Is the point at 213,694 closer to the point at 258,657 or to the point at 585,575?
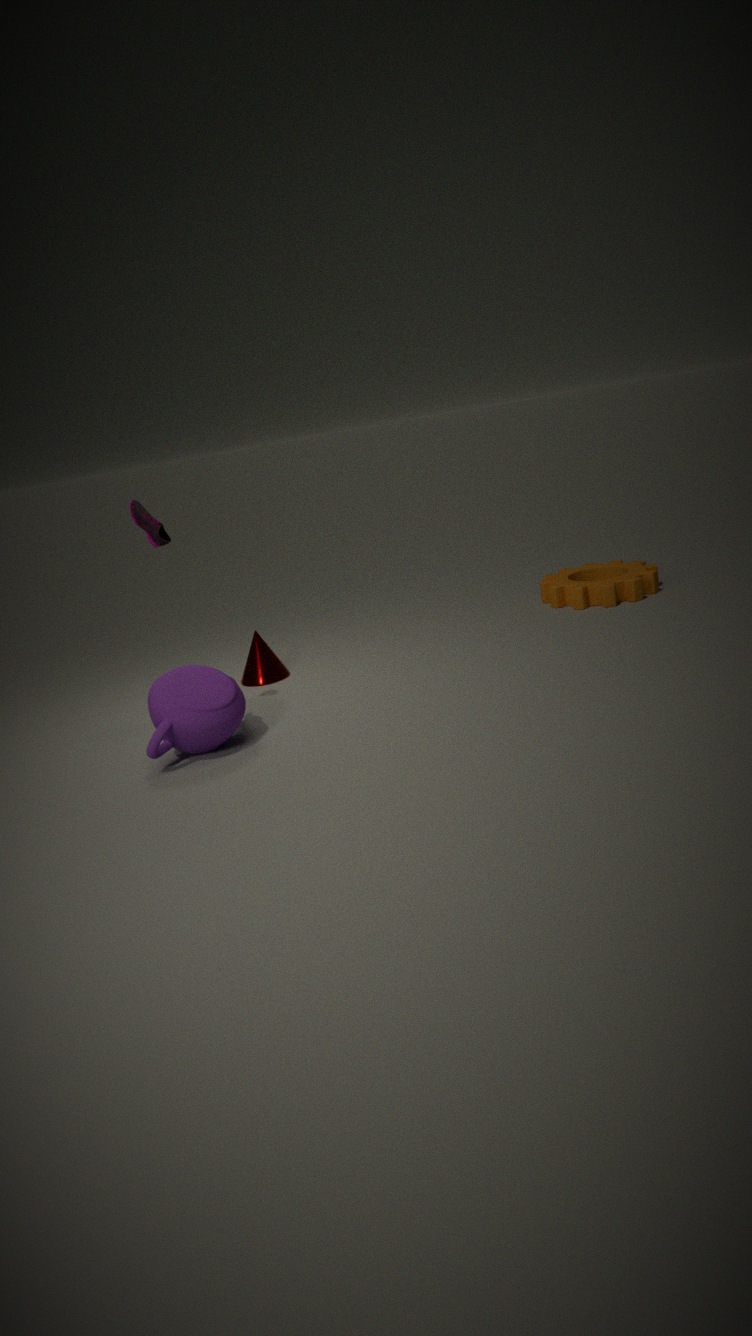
the point at 258,657
